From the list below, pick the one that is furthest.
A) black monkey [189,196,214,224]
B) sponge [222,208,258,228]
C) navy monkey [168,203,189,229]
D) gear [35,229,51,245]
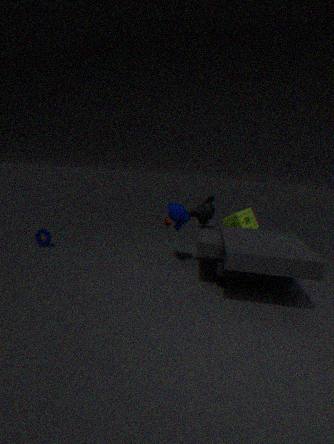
sponge [222,208,258,228]
